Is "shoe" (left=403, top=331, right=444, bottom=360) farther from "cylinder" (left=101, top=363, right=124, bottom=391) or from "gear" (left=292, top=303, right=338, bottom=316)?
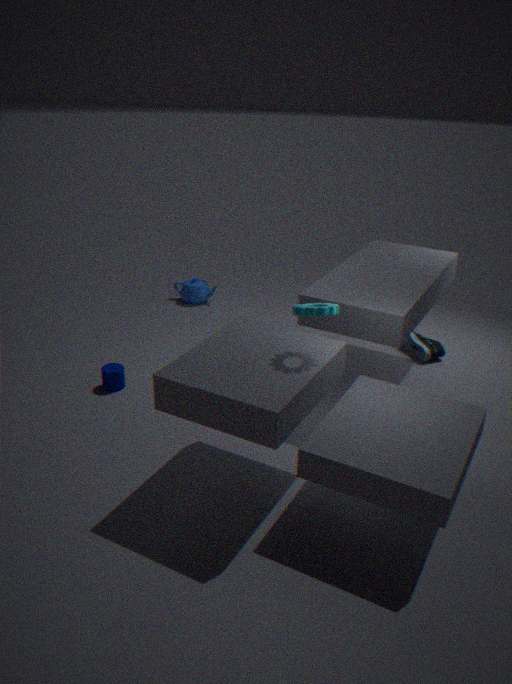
"cylinder" (left=101, top=363, right=124, bottom=391)
